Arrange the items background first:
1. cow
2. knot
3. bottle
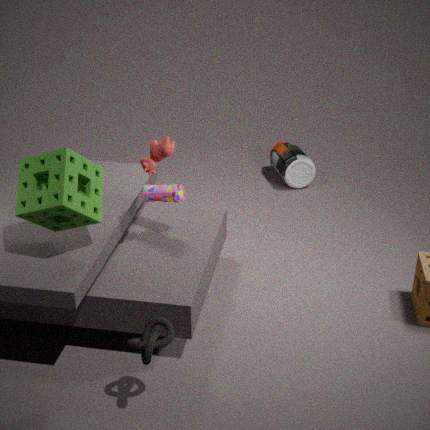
bottle
cow
knot
